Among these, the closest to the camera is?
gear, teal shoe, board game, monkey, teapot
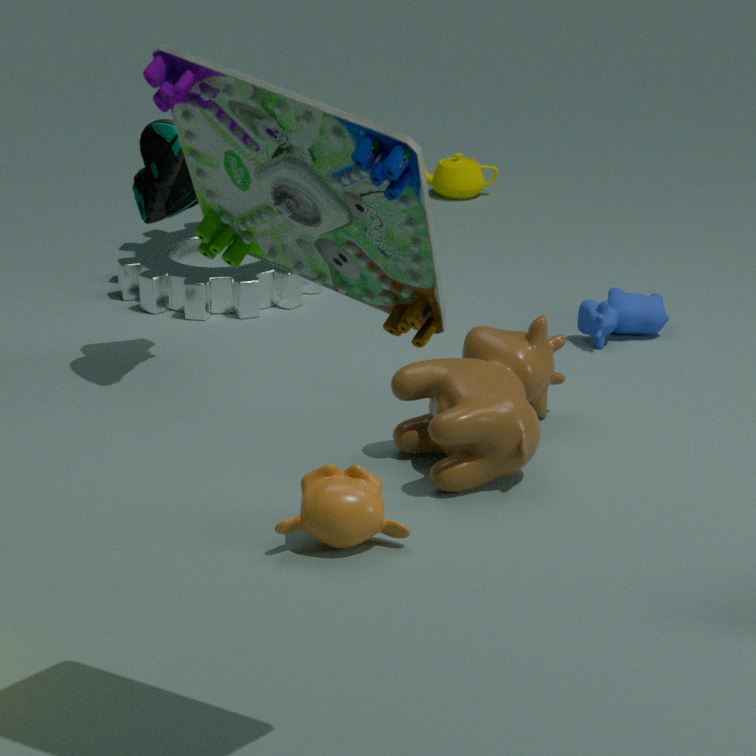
board game
